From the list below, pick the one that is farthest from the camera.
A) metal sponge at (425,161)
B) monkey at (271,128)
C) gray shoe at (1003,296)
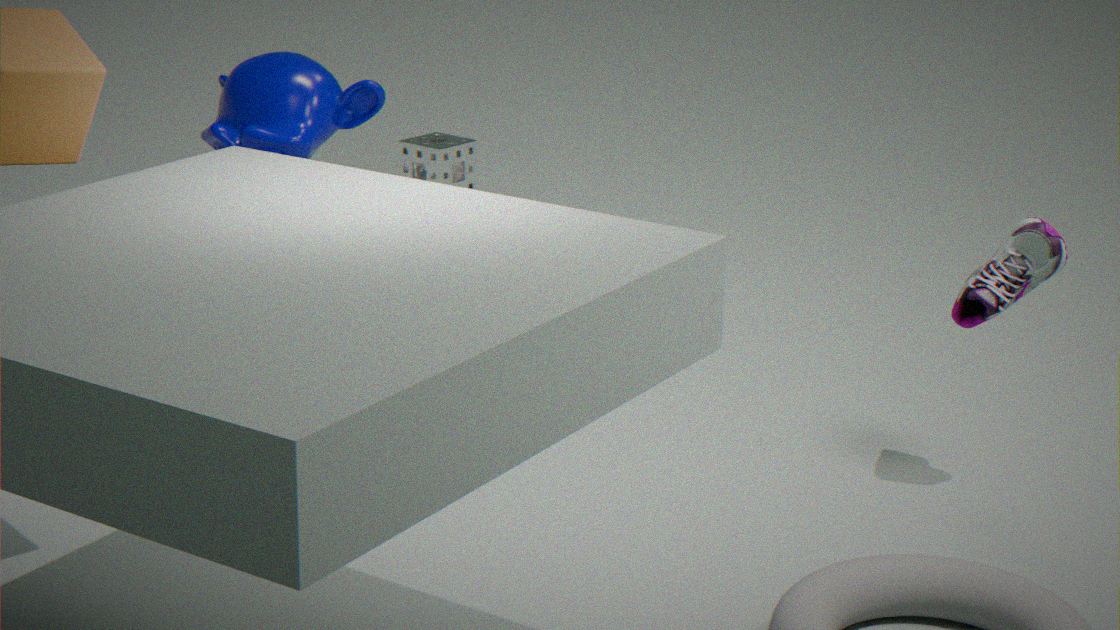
metal sponge at (425,161)
